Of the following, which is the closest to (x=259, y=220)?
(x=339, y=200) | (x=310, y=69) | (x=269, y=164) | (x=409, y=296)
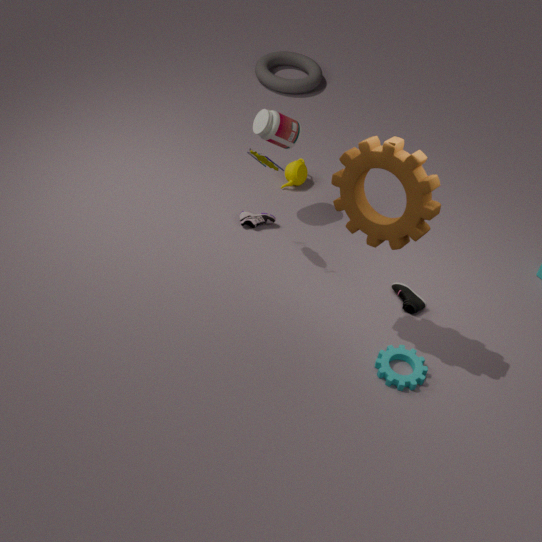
(x=269, y=164)
